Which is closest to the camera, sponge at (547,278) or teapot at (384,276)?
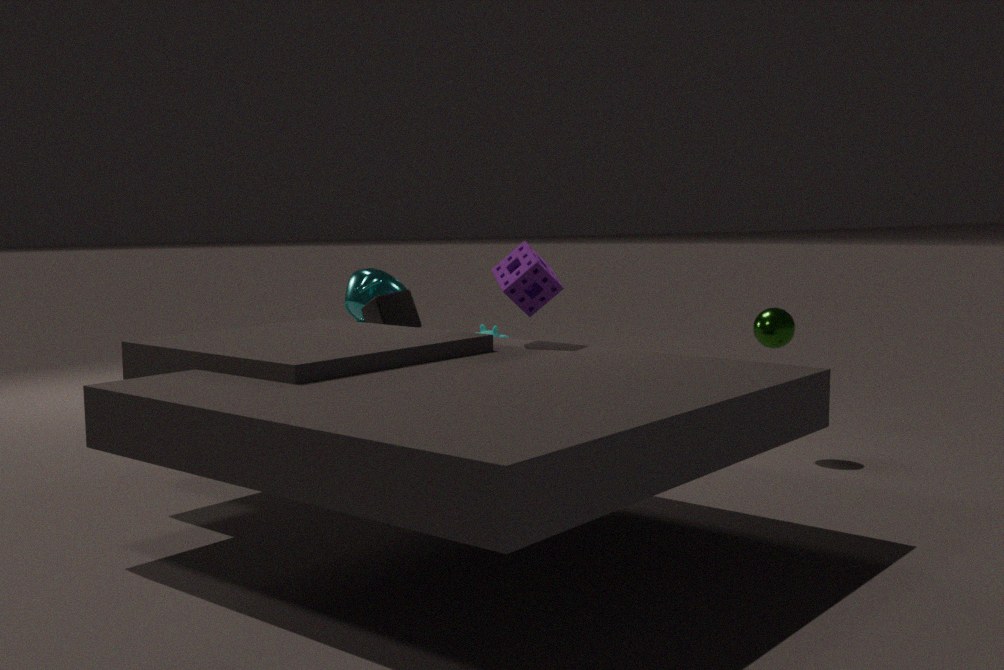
sponge at (547,278)
